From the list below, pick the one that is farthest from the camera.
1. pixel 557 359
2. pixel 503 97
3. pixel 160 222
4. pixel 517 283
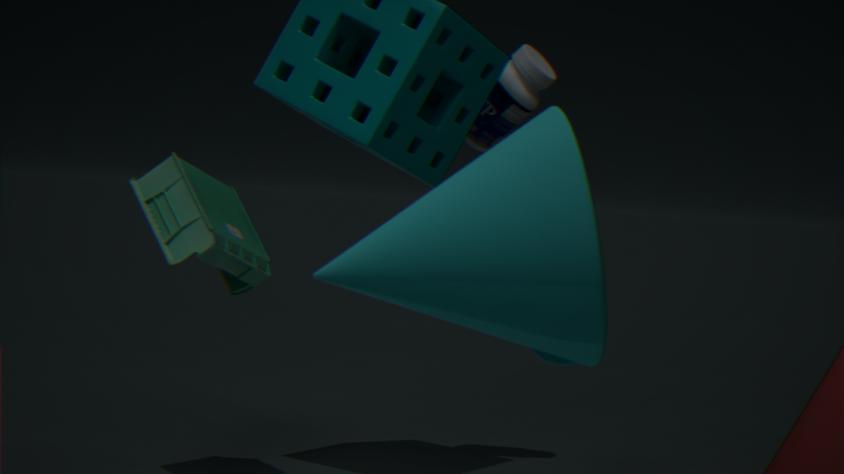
pixel 503 97
